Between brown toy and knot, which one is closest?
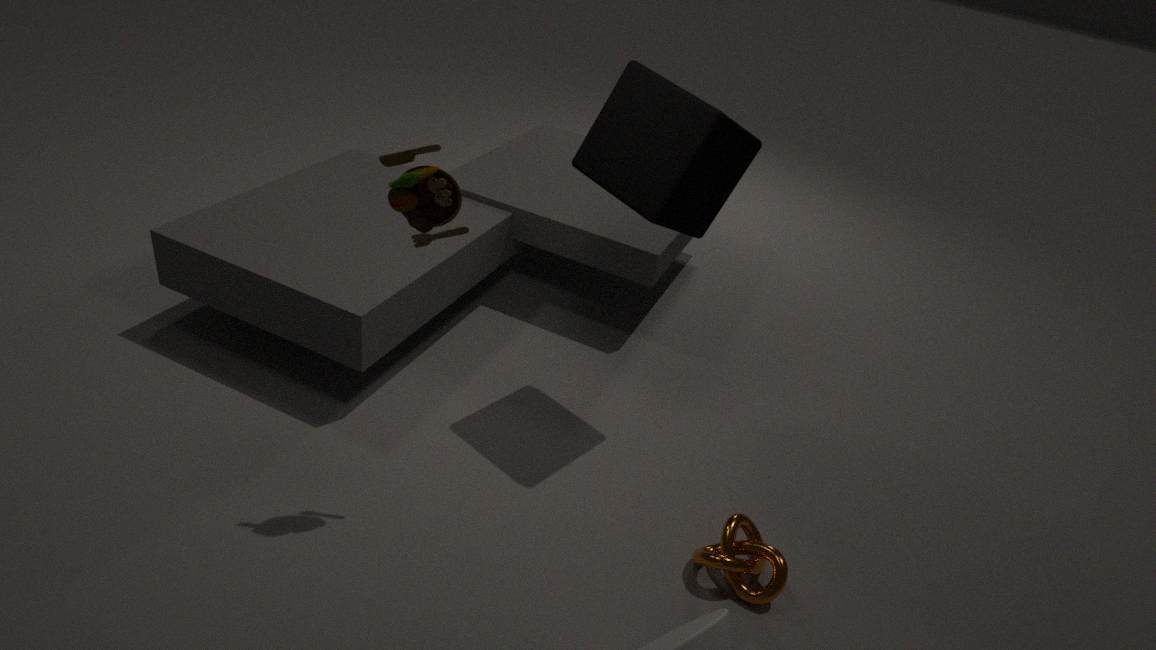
brown toy
